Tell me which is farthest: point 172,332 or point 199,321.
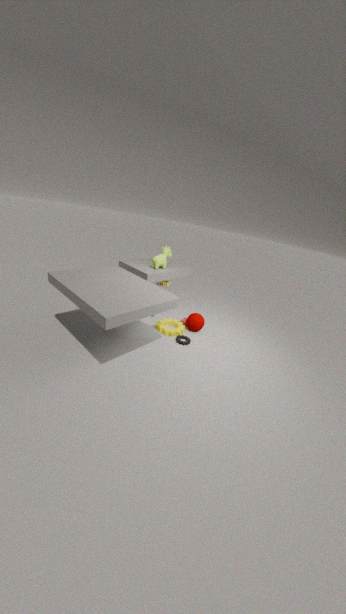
point 199,321
